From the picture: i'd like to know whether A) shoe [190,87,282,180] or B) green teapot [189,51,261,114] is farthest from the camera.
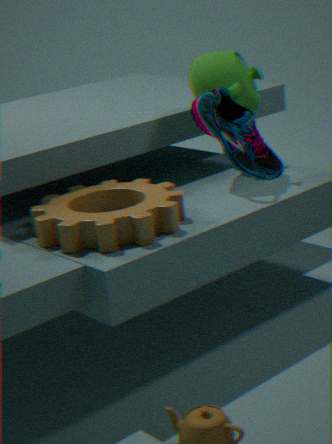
B. green teapot [189,51,261,114]
